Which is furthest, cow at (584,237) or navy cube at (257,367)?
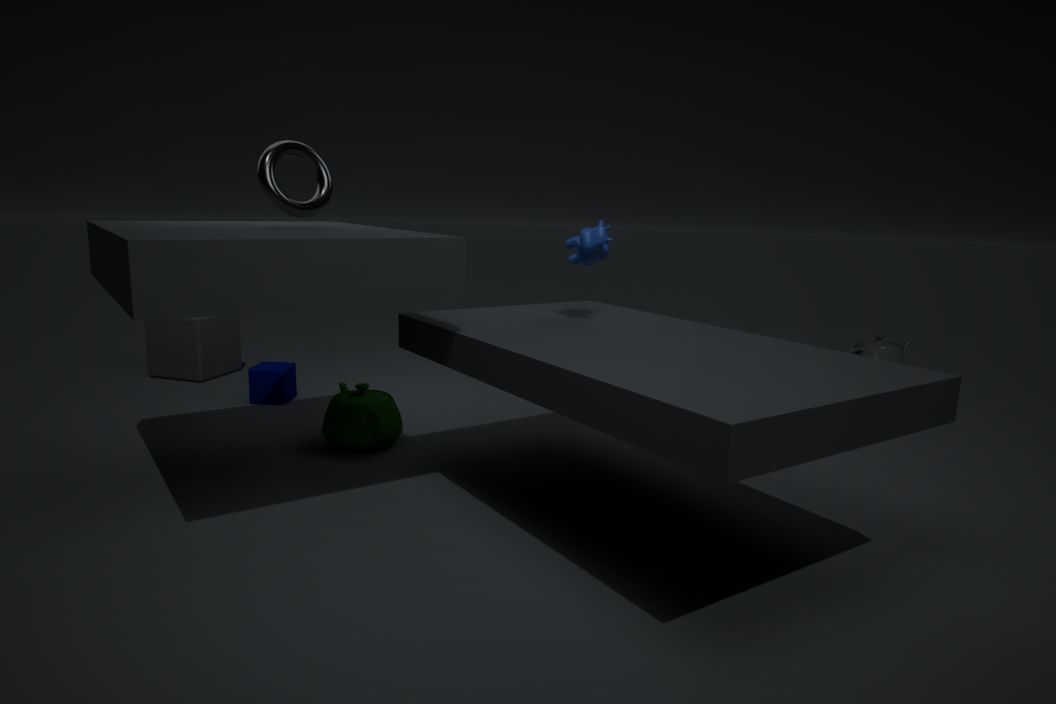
navy cube at (257,367)
